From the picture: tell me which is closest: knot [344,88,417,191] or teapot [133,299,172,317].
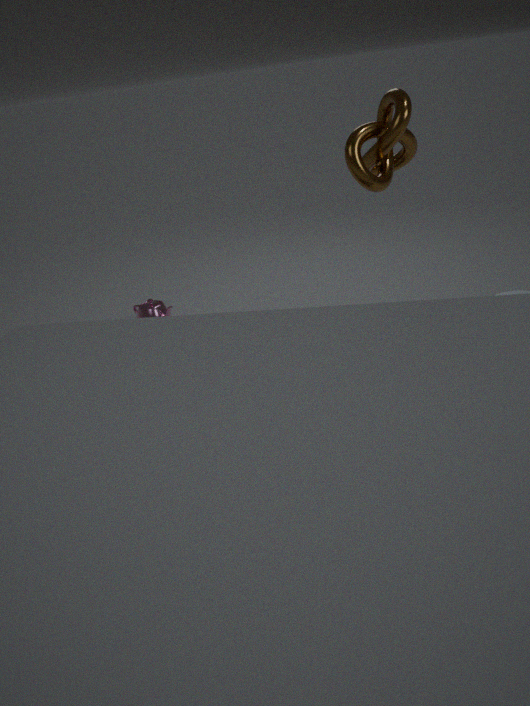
knot [344,88,417,191]
